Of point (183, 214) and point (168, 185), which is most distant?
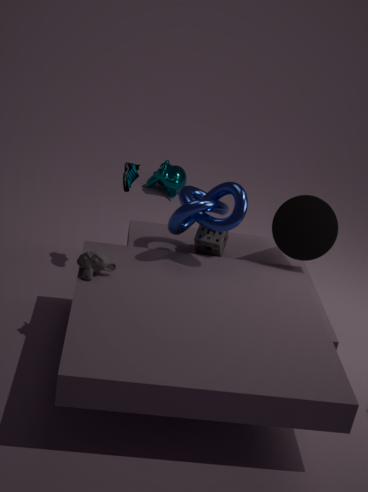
point (168, 185)
